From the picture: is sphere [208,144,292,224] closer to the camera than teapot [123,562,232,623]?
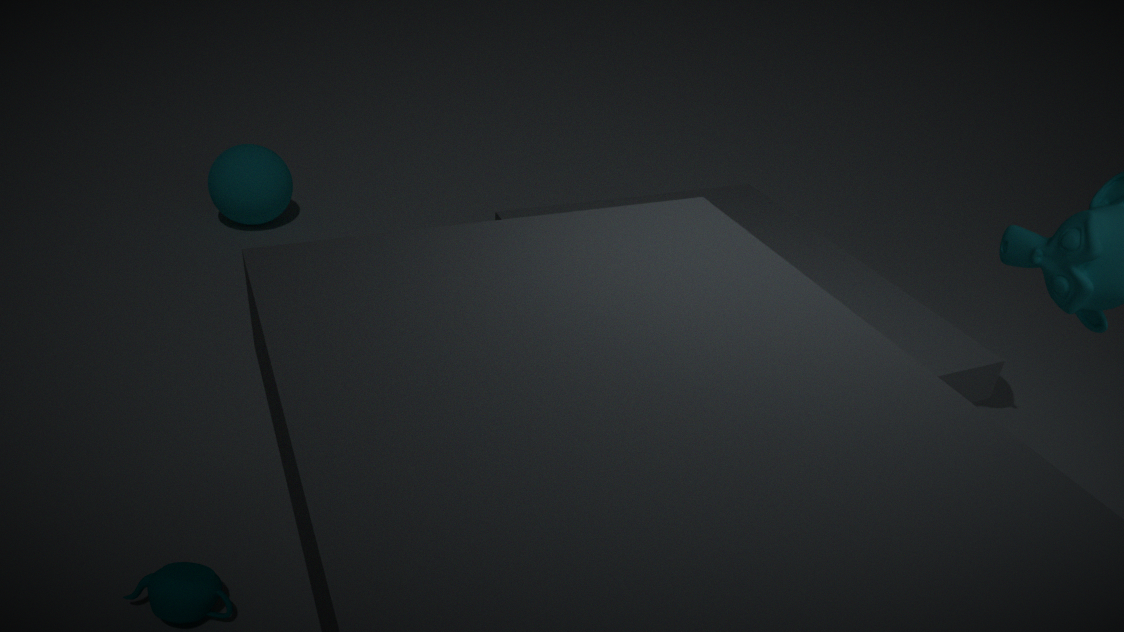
No
